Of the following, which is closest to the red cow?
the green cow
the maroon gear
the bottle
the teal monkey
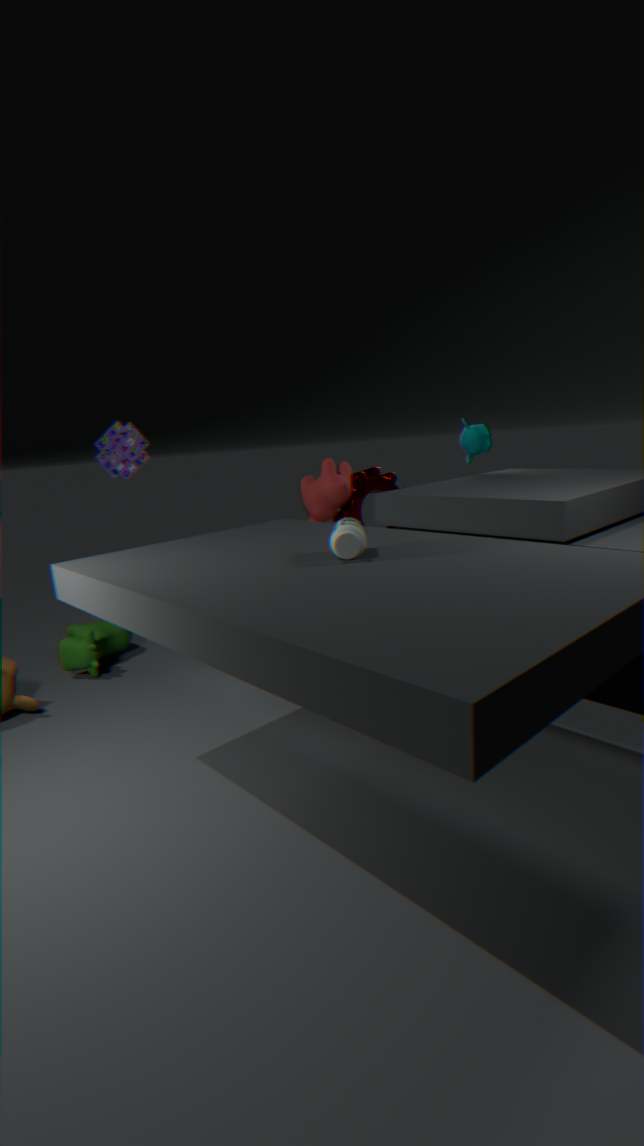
the maroon gear
